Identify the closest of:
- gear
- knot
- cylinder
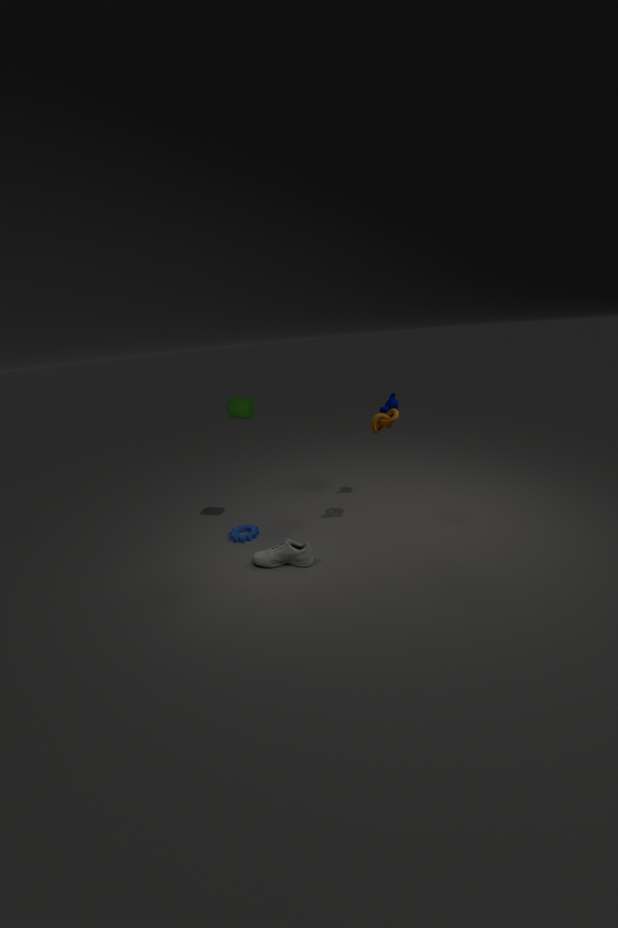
knot
